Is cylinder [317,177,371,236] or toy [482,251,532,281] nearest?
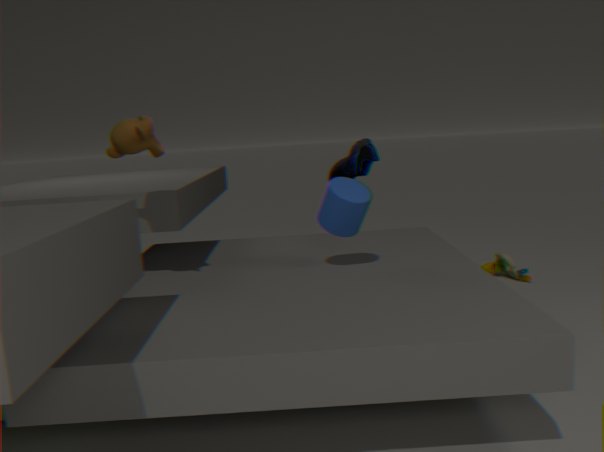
cylinder [317,177,371,236]
